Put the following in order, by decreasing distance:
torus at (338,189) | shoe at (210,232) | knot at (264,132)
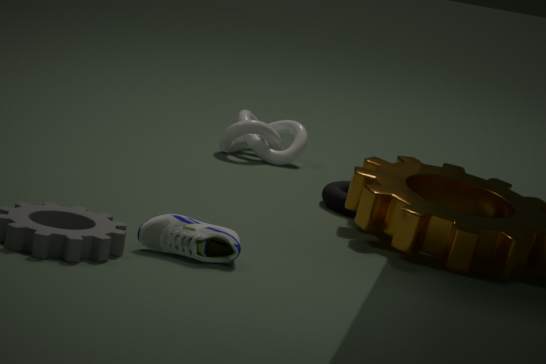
1. knot at (264,132)
2. torus at (338,189)
3. shoe at (210,232)
